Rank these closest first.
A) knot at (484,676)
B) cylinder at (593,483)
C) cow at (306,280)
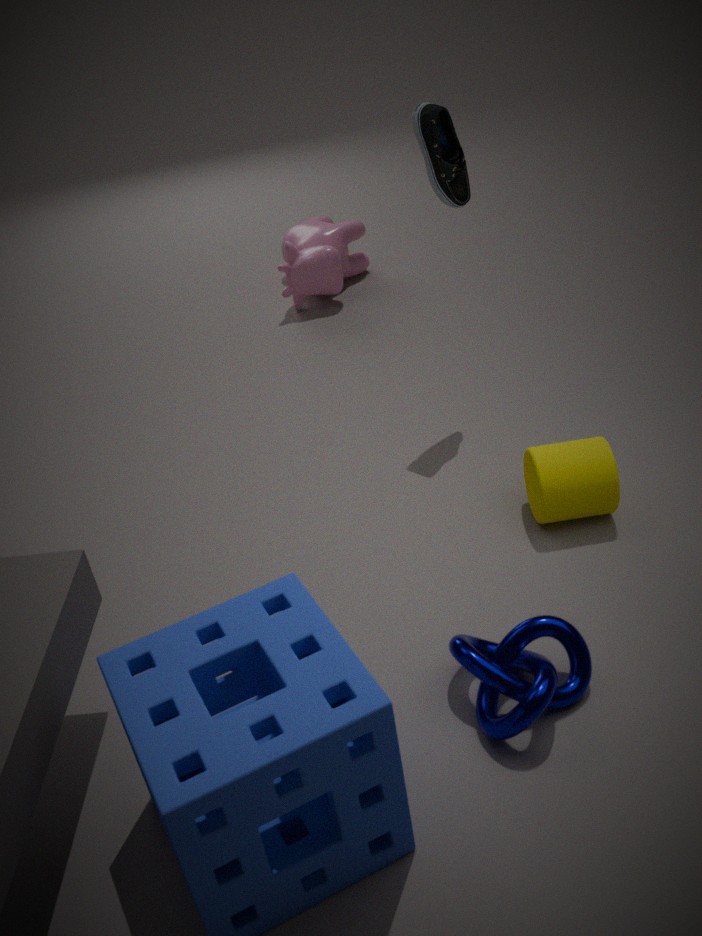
knot at (484,676) < cylinder at (593,483) < cow at (306,280)
